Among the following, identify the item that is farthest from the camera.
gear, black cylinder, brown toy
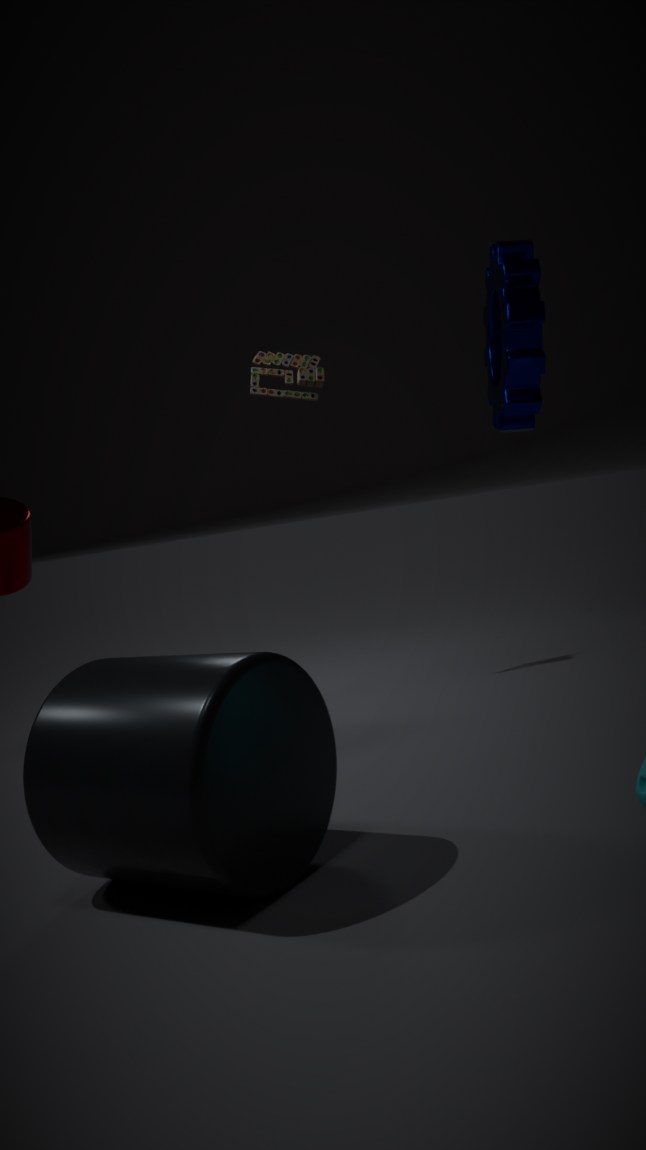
brown toy
